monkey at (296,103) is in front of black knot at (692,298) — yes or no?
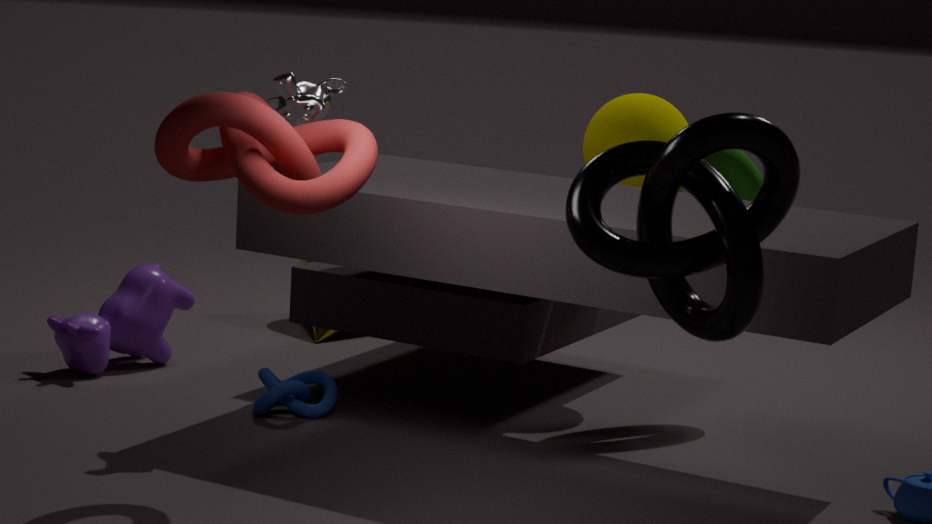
No
